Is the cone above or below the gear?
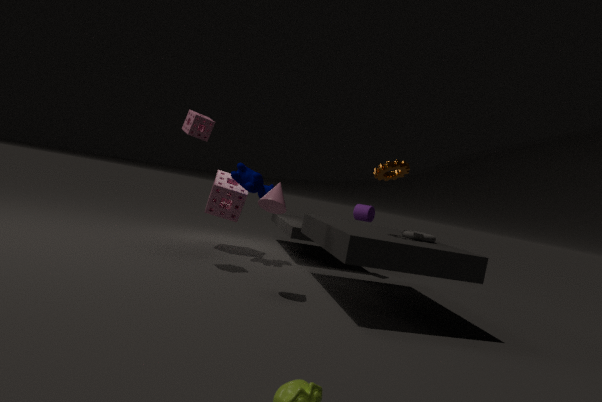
below
